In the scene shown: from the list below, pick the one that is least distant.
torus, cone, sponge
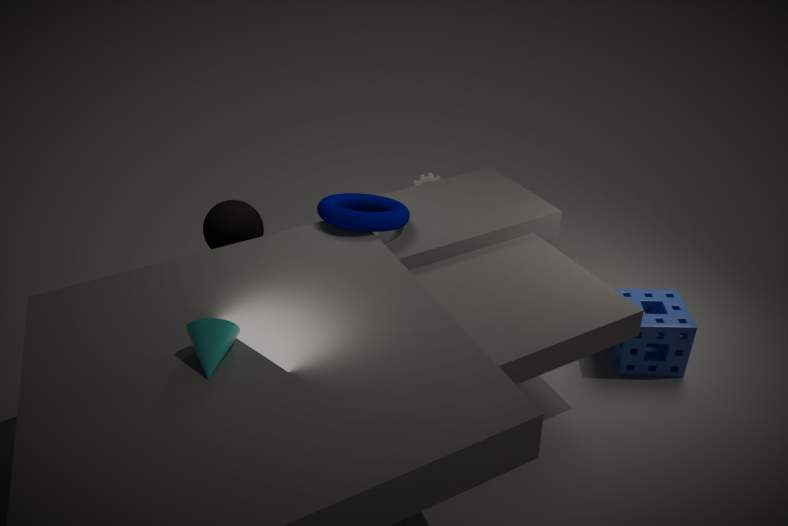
cone
